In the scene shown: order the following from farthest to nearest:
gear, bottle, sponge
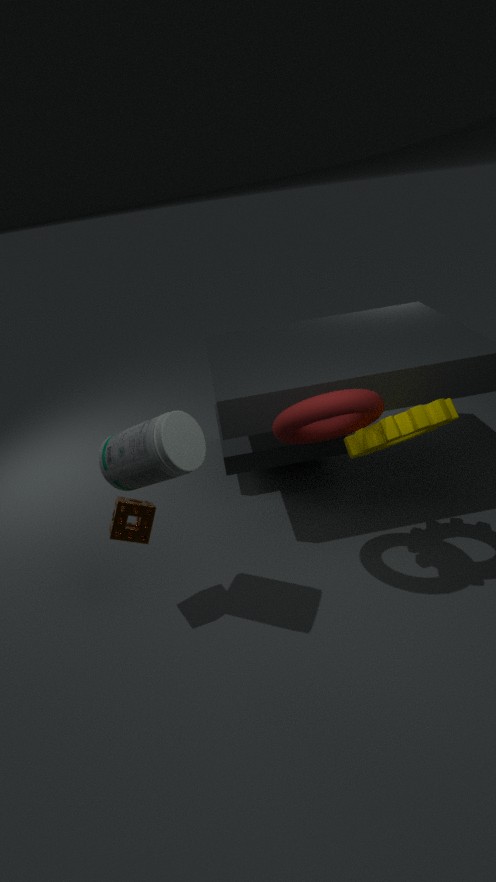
sponge < gear < bottle
